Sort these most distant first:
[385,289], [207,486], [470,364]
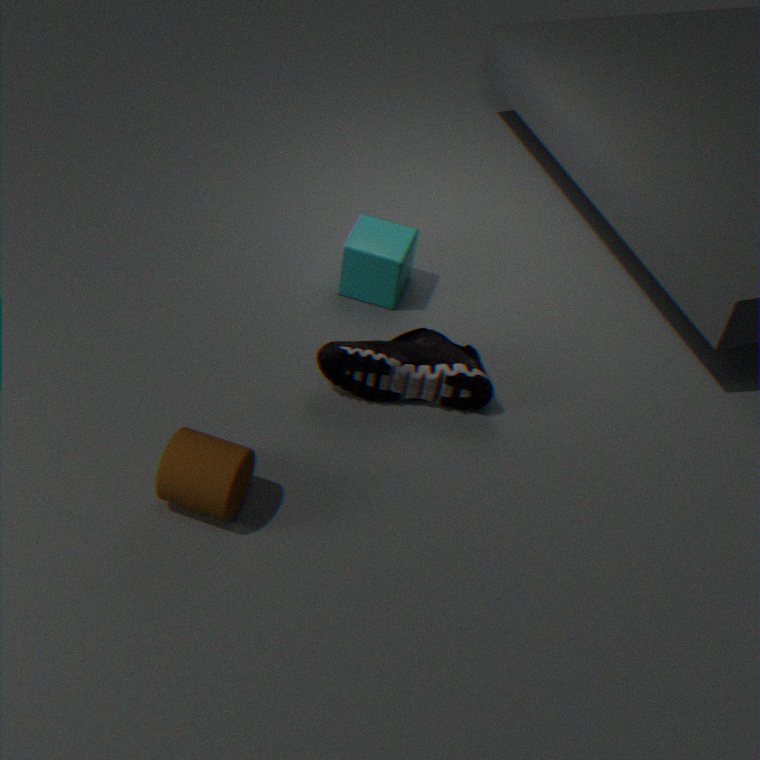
[385,289] → [470,364] → [207,486]
